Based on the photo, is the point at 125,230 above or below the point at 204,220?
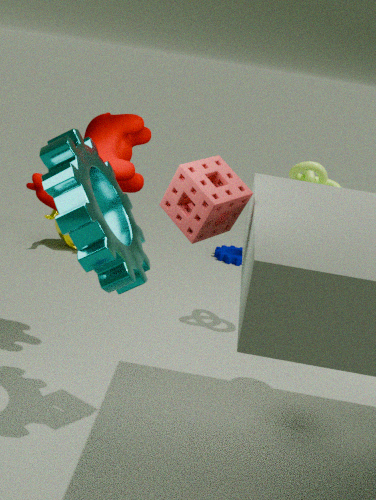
below
